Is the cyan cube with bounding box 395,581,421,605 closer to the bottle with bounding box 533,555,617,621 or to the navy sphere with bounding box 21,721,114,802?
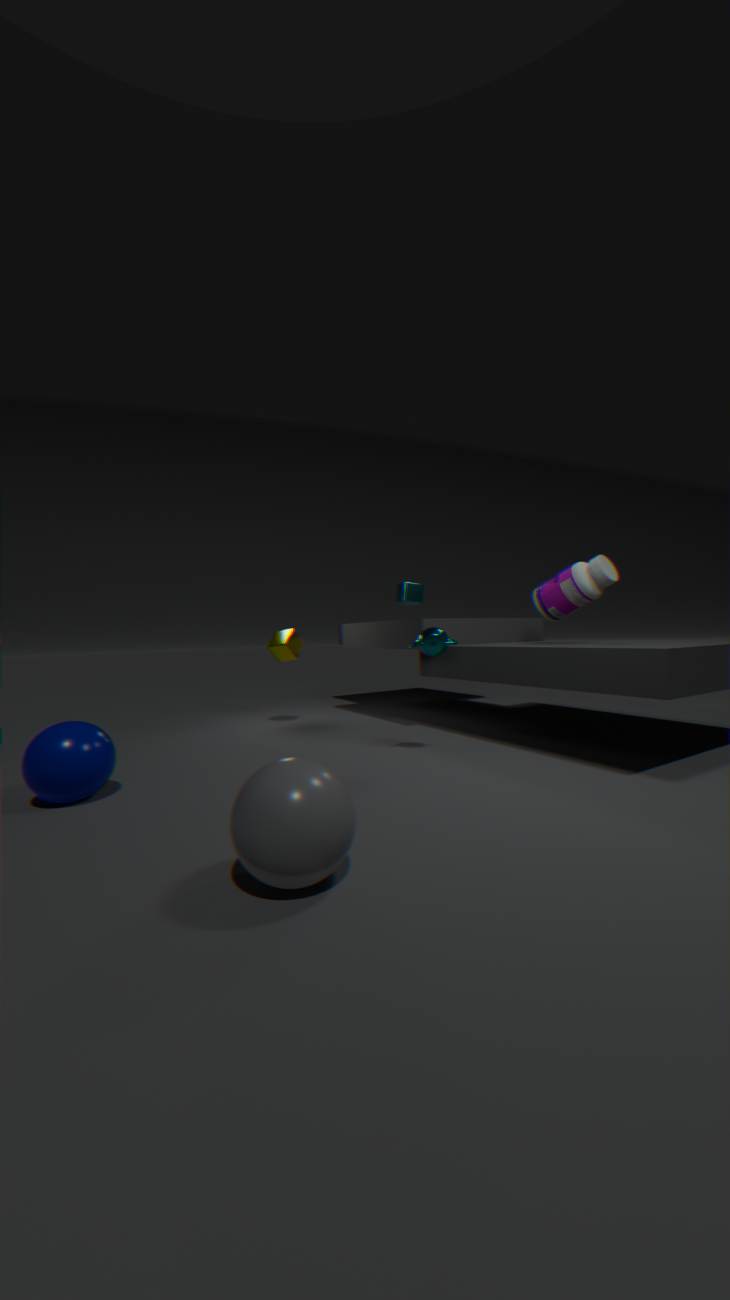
the bottle with bounding box 533,555,617,621
